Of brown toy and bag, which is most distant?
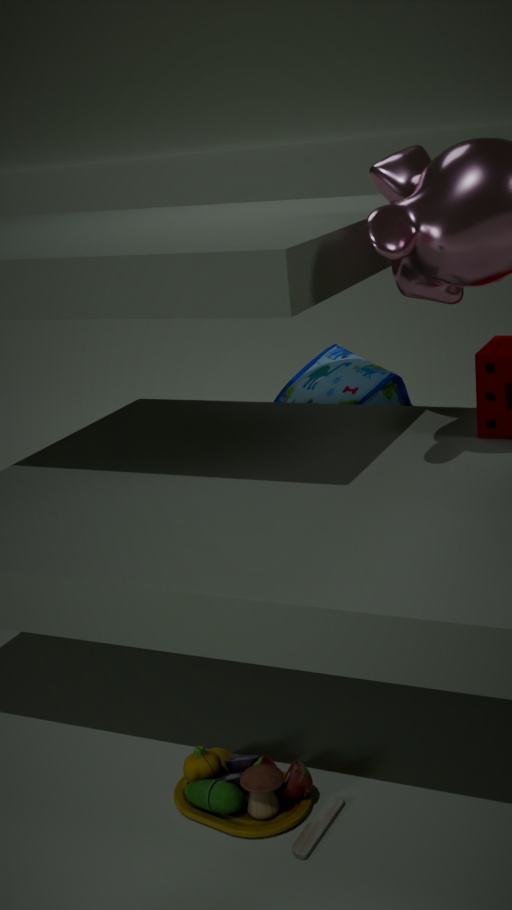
bag
